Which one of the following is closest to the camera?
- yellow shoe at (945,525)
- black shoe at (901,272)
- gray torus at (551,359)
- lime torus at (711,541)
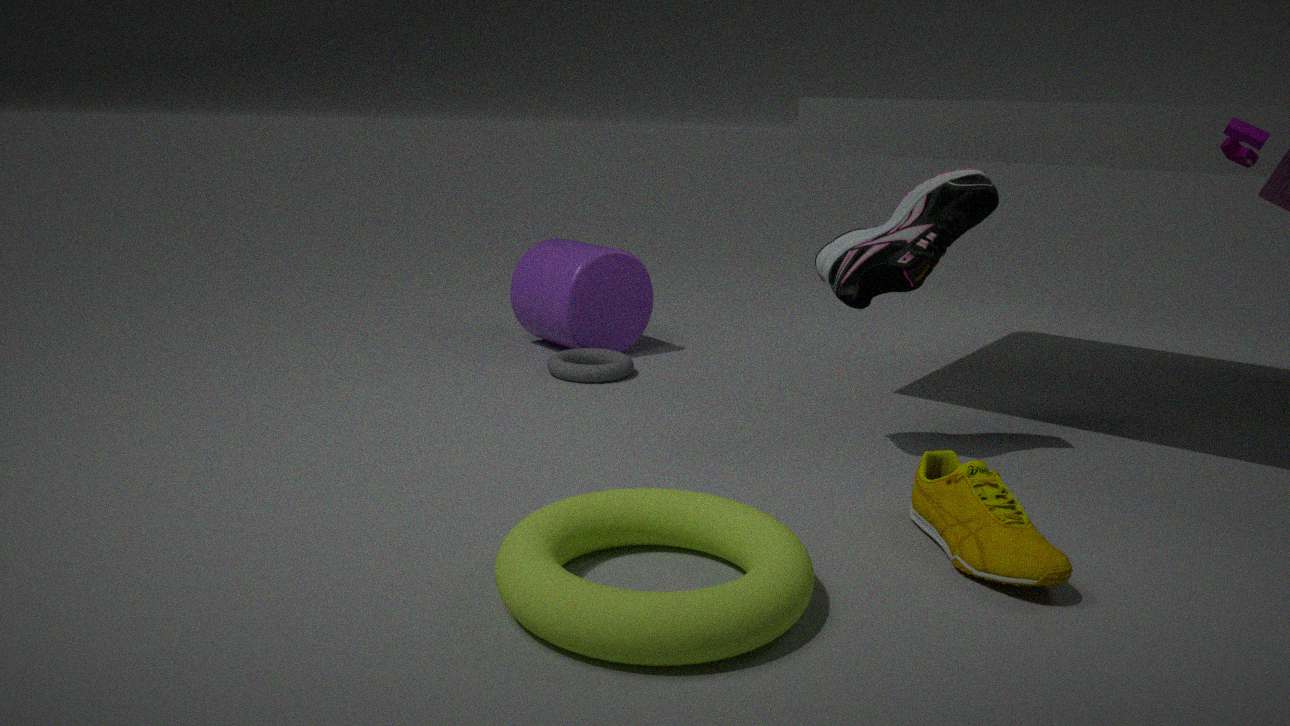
lime torus at (711,541)
